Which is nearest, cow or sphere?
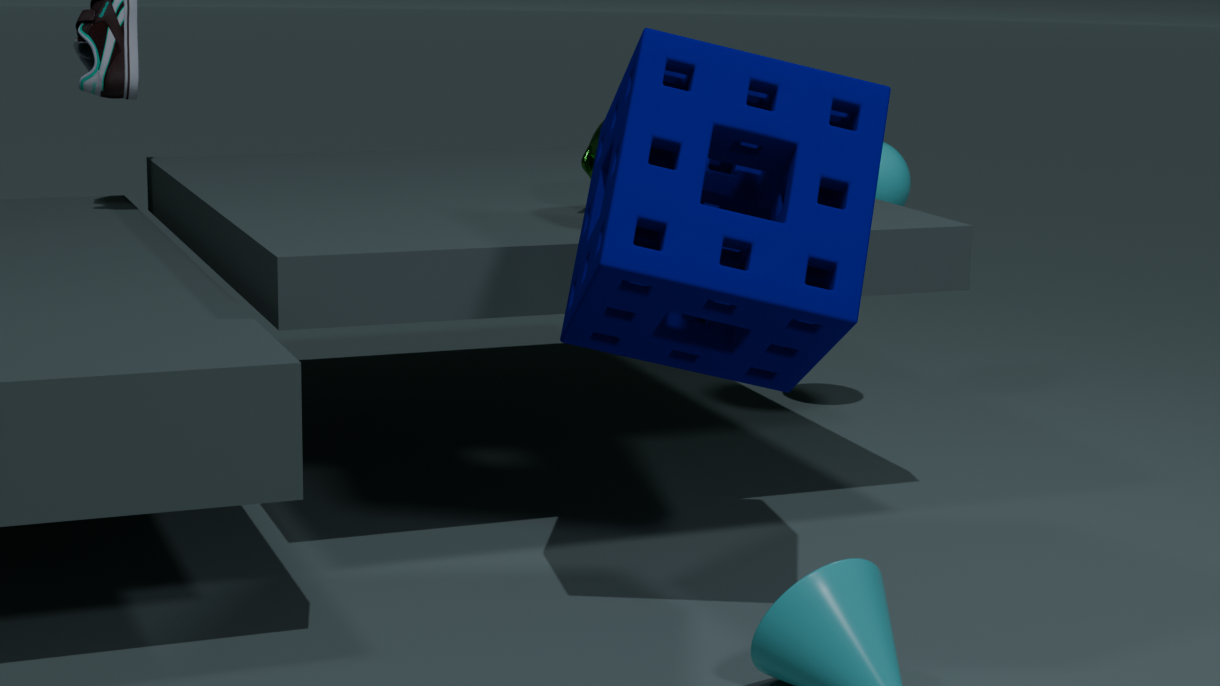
cow
